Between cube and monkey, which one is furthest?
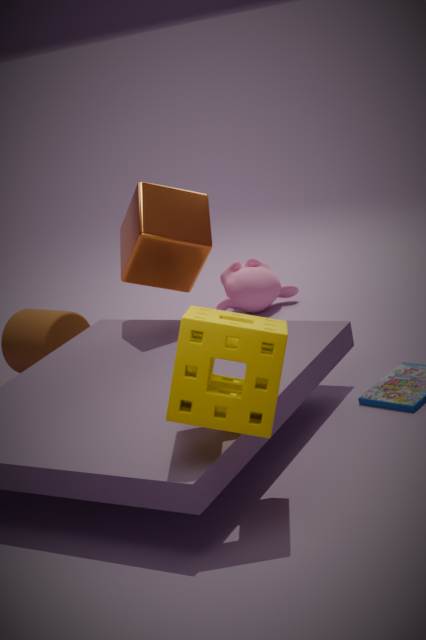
monkey
